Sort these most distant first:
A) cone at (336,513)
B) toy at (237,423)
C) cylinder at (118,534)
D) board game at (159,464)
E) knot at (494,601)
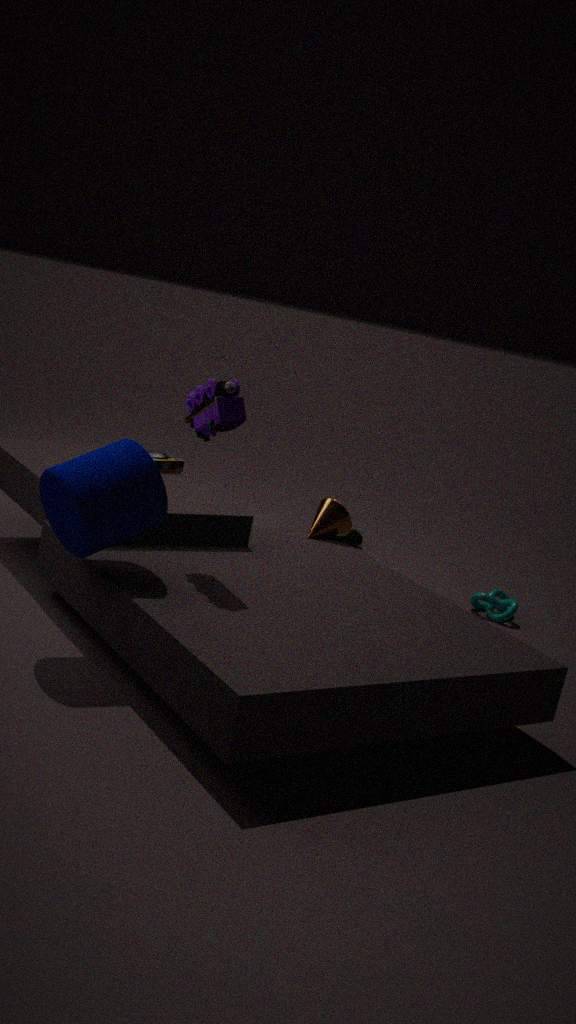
knot at (494,601)
board game at (159,464)
cone at (336,513)
toy at (237,423)
cylinder at (118,534)
